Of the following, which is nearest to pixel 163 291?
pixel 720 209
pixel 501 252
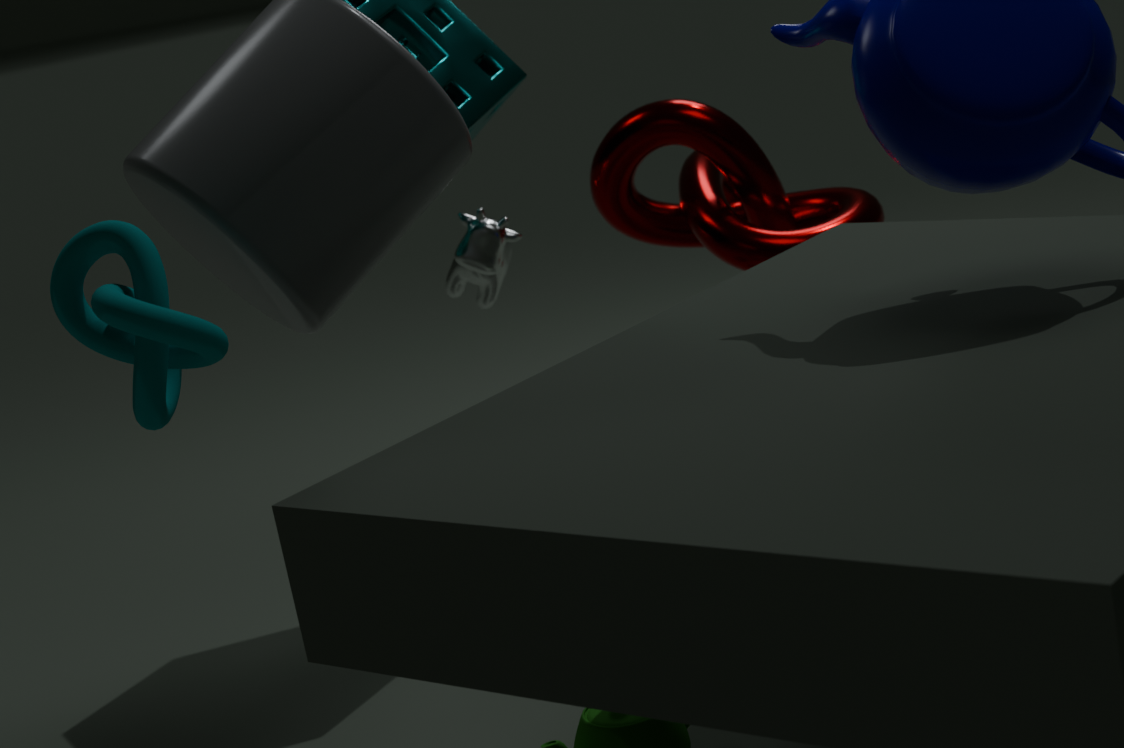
pixel 501 252
